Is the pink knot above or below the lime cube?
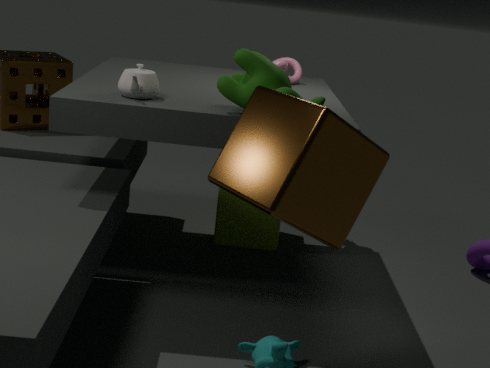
above
